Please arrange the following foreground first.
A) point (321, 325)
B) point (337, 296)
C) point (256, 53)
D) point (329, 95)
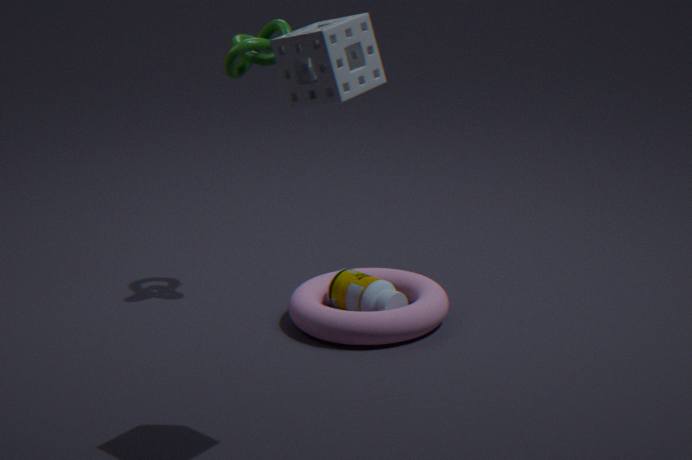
point (329, 95) → point (321, 325) → point (337, 296) → point (256, 53)
